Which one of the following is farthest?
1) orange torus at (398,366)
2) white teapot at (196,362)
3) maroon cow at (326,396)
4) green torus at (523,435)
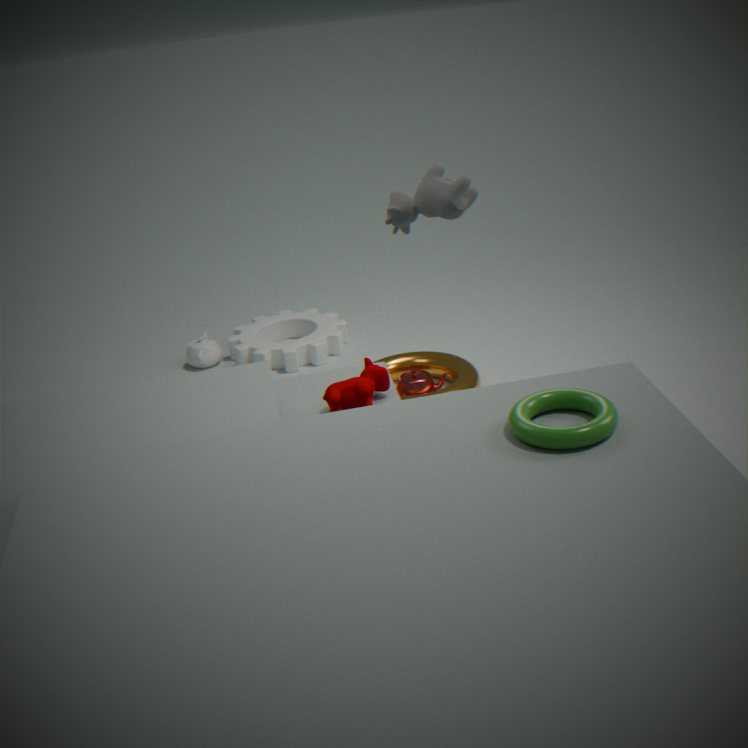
2. white teapot at (196,362)
